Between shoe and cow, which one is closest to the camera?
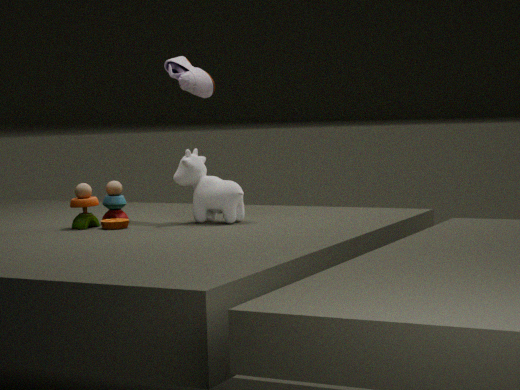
cow
